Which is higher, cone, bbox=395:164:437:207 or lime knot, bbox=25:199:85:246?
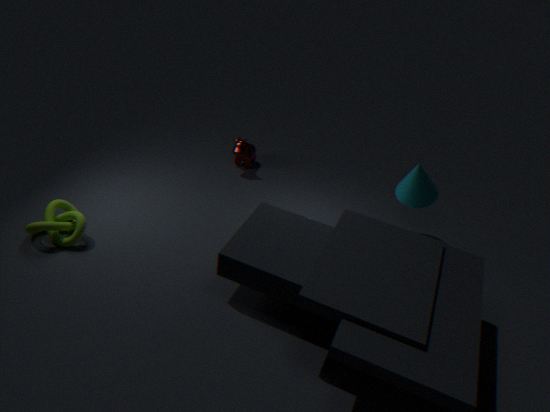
cone, bbox=395:164:437:207
